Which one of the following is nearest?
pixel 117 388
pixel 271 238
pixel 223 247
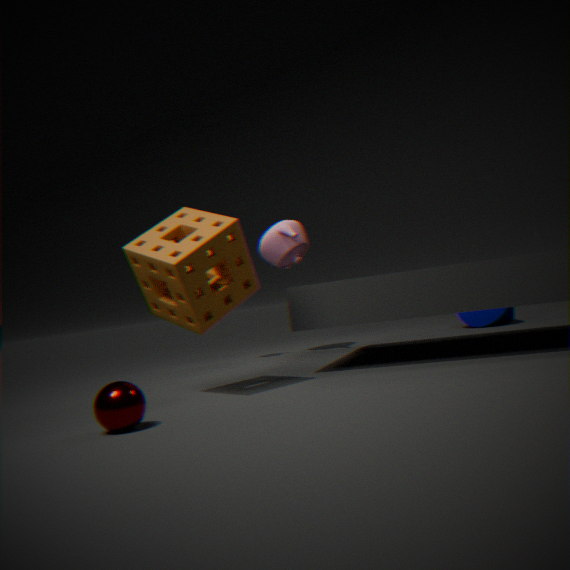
pixel 117 388
